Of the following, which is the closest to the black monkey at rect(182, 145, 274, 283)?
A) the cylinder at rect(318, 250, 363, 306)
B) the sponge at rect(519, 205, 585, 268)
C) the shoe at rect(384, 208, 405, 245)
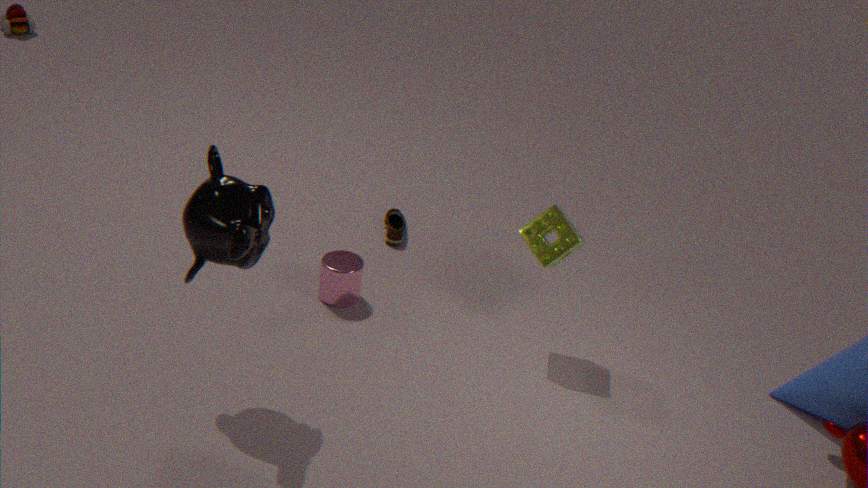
the cylinder at rect(318, 250, 363, 306)
